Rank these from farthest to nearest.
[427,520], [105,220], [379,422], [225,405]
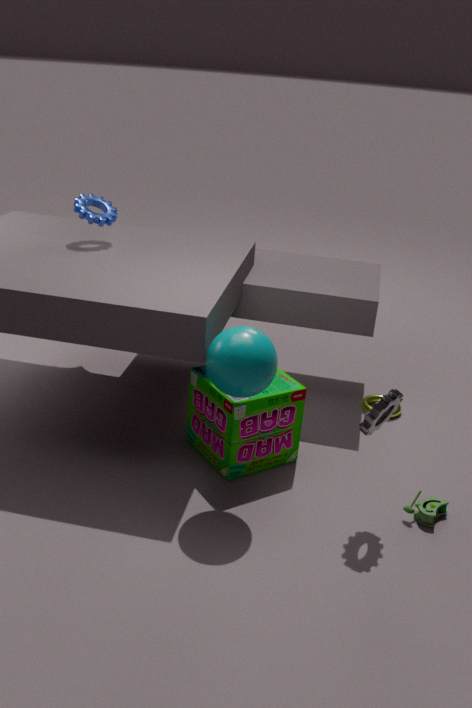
1. [105,220]
2. [225,405]
3. [427,520]
4. [379,422]
